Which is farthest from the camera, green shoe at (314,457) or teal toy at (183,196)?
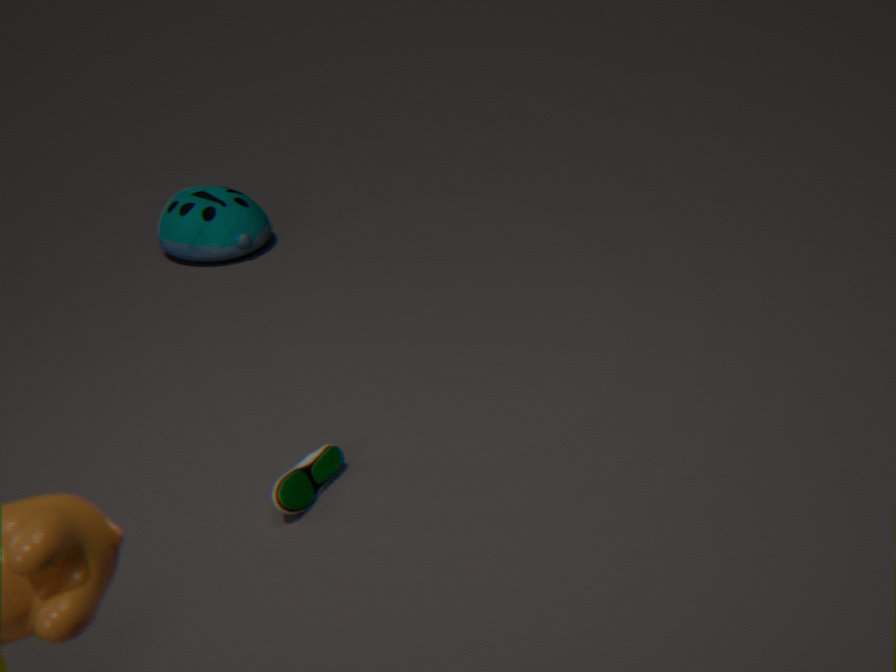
teal toy at (183,196)
